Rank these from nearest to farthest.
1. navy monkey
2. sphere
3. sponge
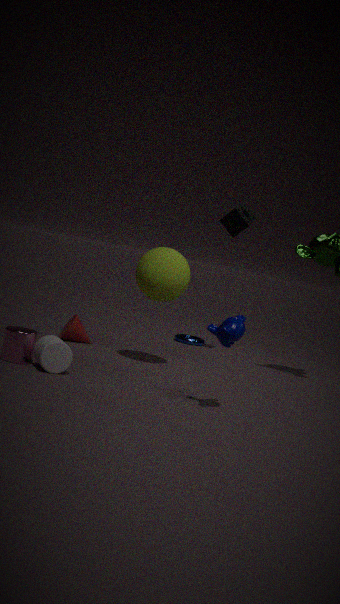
navy monkey, sphere, sponge
